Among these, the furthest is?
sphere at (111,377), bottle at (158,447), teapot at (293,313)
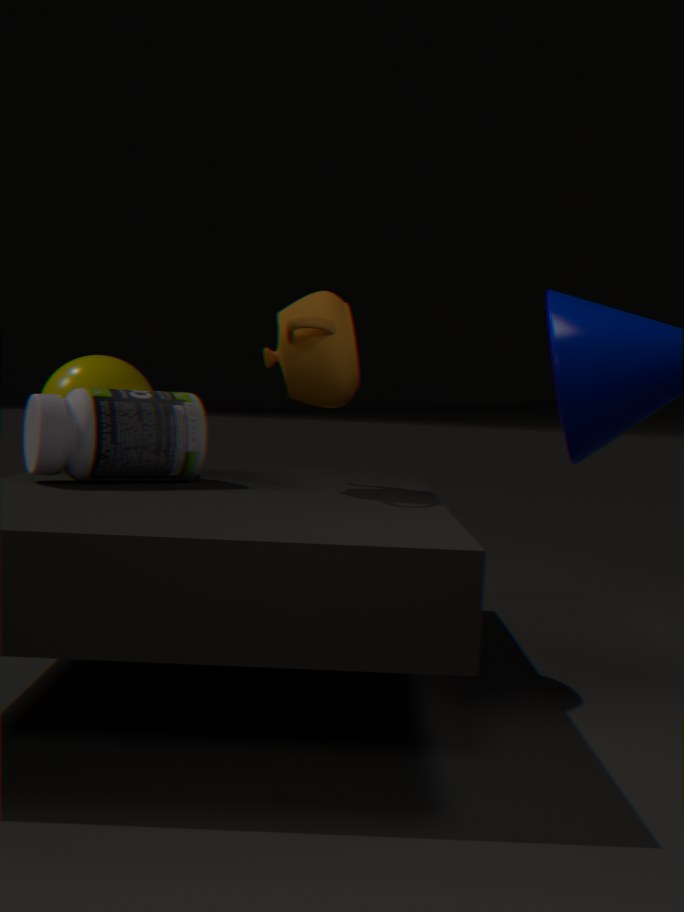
sphere at (111,377)
